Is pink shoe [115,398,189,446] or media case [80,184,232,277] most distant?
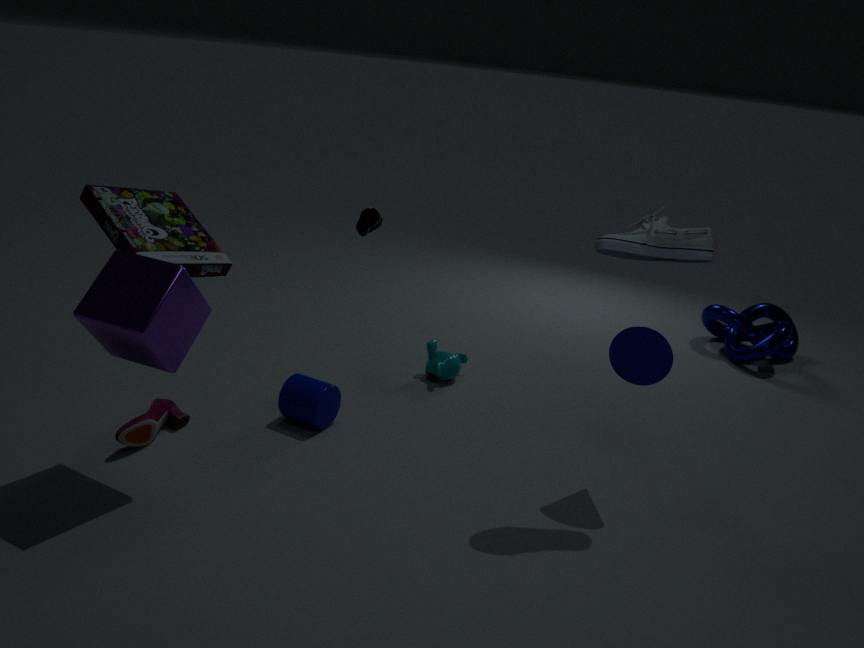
pink shoe [115,398,189,446]
